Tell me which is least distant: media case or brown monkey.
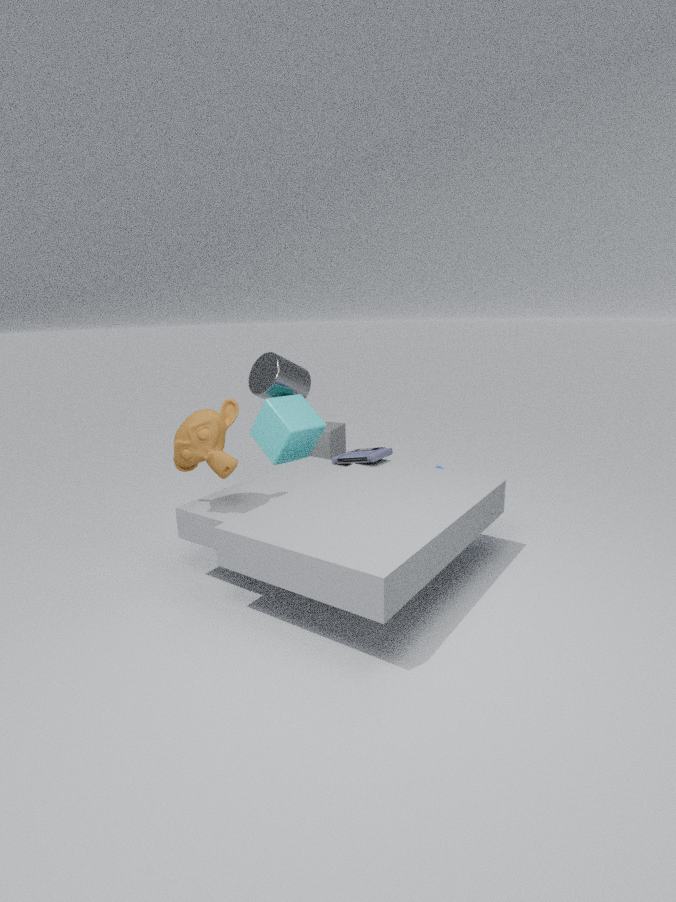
brown monkey
